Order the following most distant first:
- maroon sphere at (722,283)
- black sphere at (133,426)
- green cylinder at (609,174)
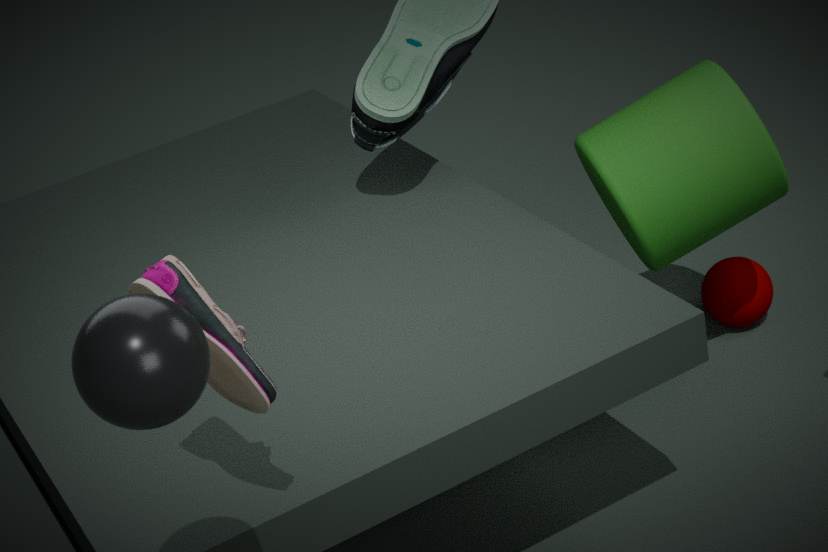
maroon sphere at (722,283) < green cylinder at (609,174) < black sphere at (133,426)
